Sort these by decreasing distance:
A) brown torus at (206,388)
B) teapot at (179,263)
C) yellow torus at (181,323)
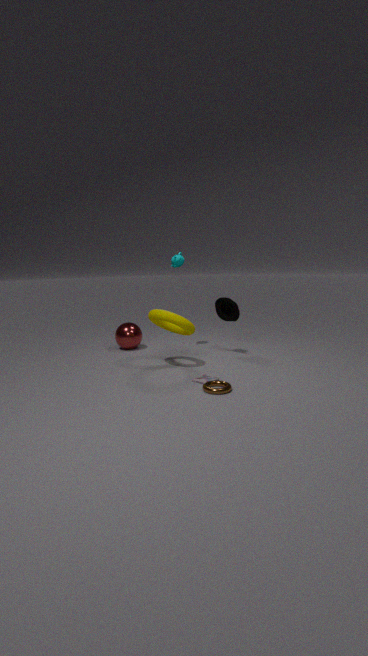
1. teapot at (179,263)
2. yellow torus at (181,323)
3. brown torus at (206,388)
